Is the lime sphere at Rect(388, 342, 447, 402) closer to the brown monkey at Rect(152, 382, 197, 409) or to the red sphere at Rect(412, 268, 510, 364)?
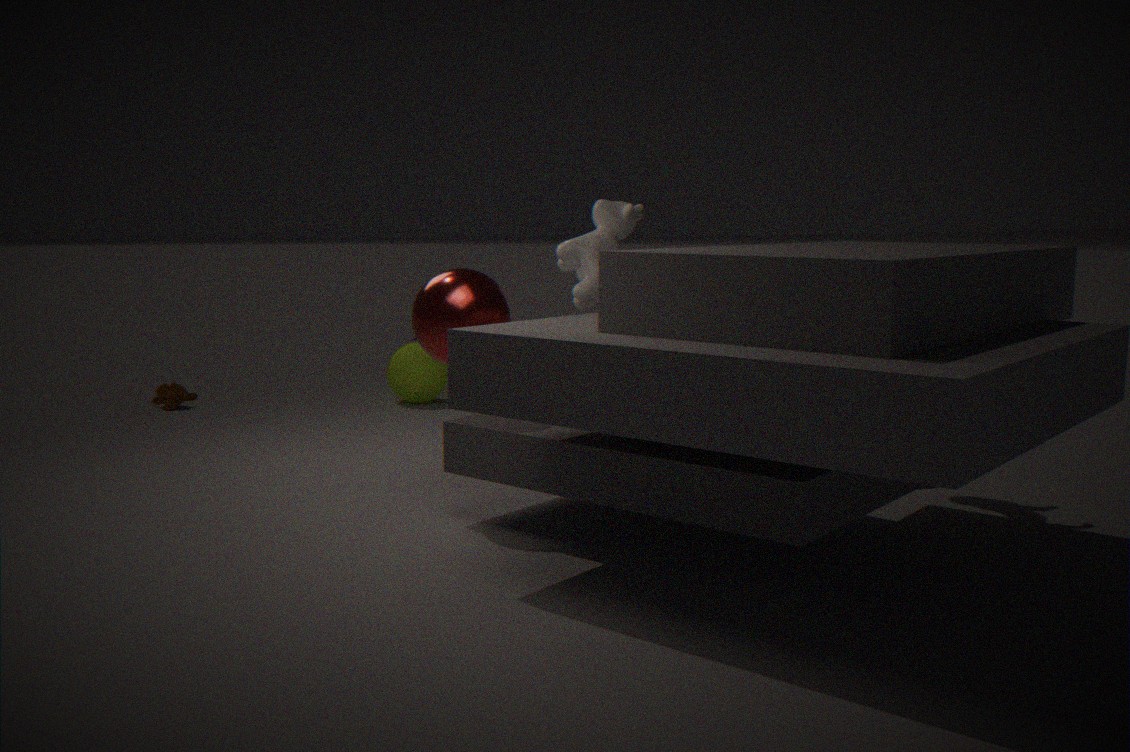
the brown monkey at Rect(152, 382, 197, 409)
